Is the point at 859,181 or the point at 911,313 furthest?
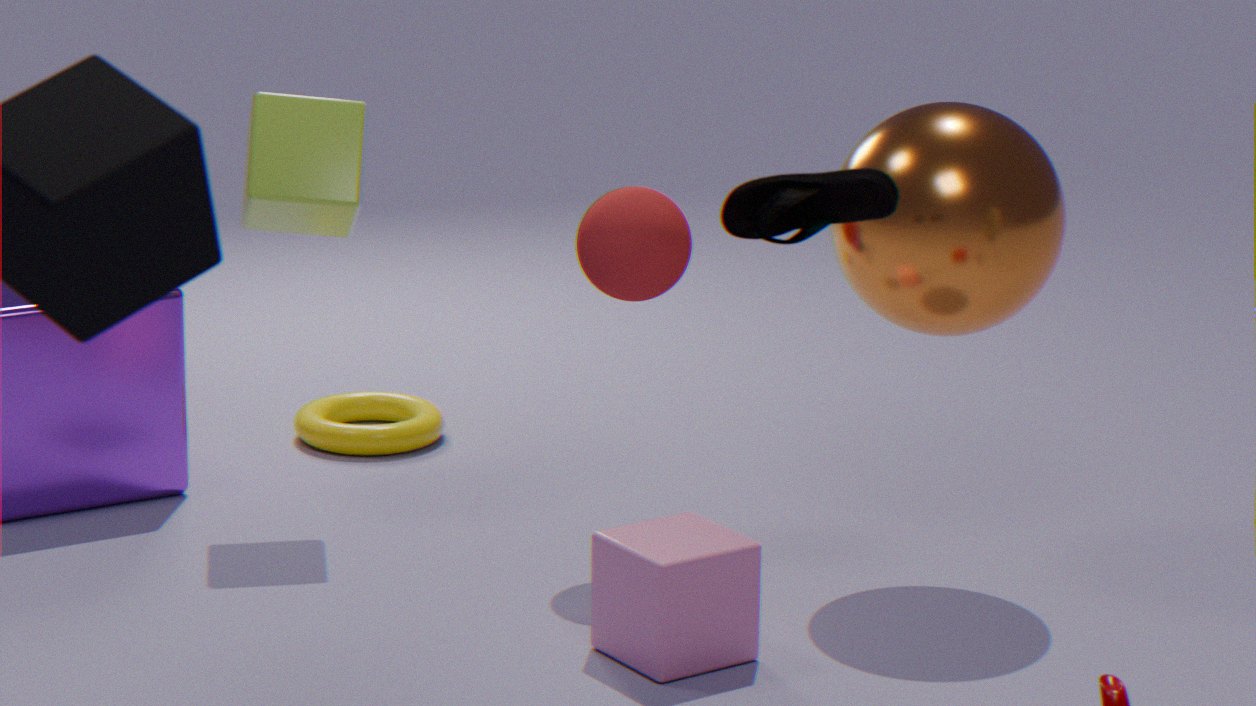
the point at 911,313
